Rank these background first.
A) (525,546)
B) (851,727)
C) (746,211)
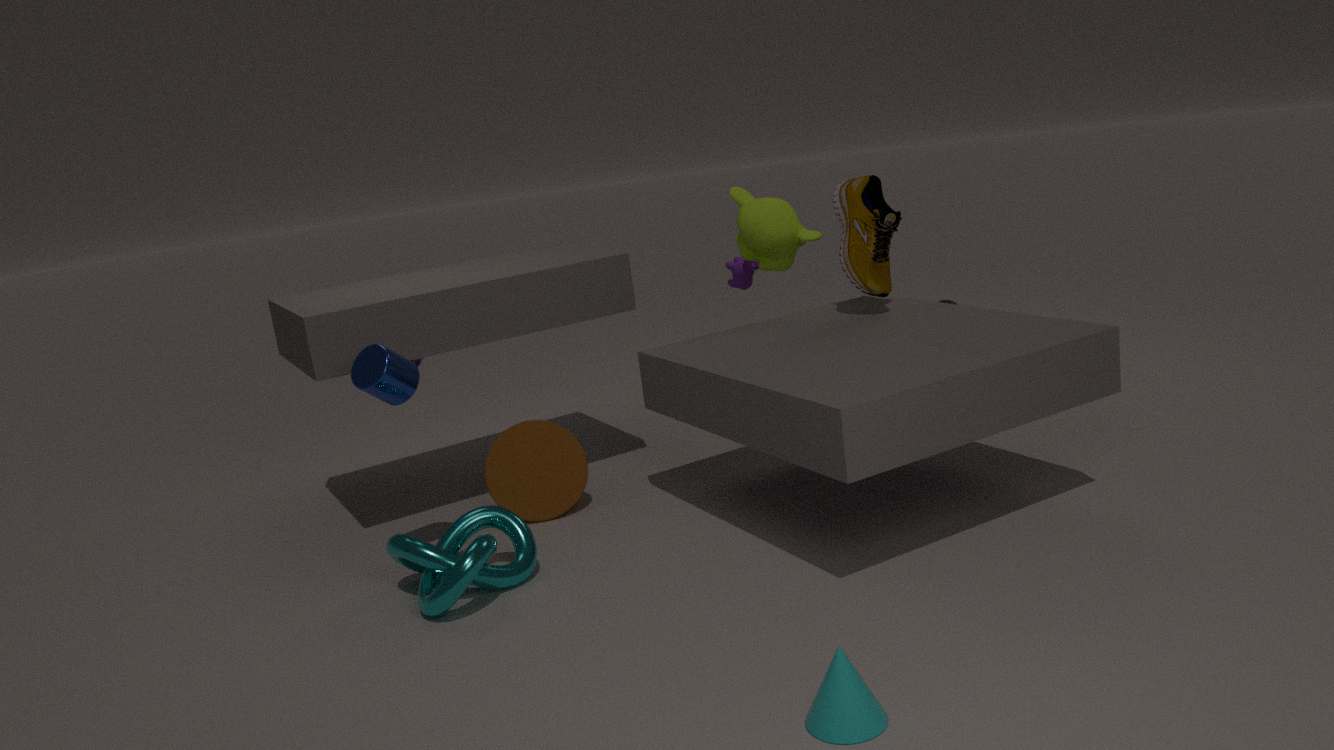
(746,211)
(525,546)
(851,727)
